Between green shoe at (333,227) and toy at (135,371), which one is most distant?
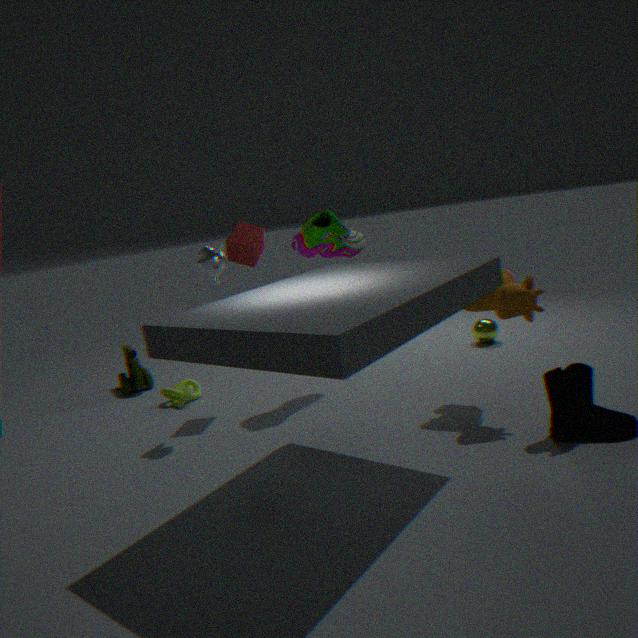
toy at (135,371)
